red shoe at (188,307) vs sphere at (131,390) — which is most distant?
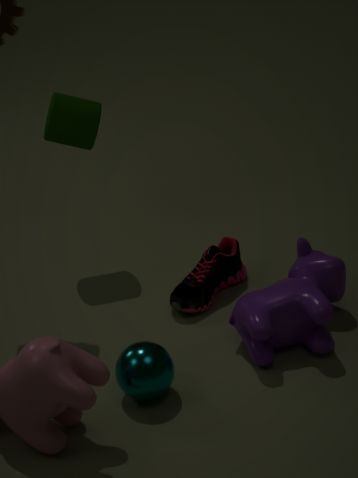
red shoe at (188,307)
